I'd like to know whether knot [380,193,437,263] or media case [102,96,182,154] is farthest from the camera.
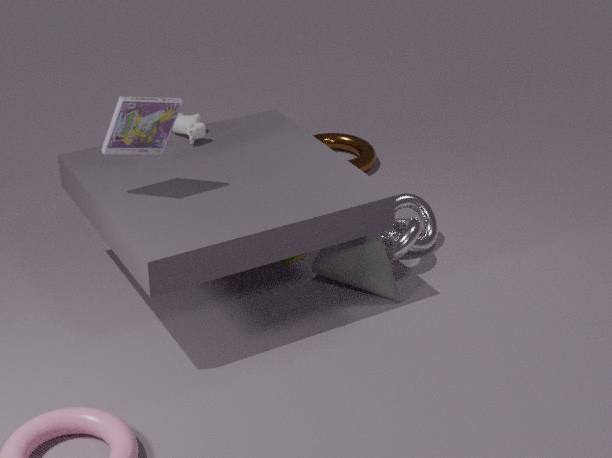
knot [380,193,437,263]
